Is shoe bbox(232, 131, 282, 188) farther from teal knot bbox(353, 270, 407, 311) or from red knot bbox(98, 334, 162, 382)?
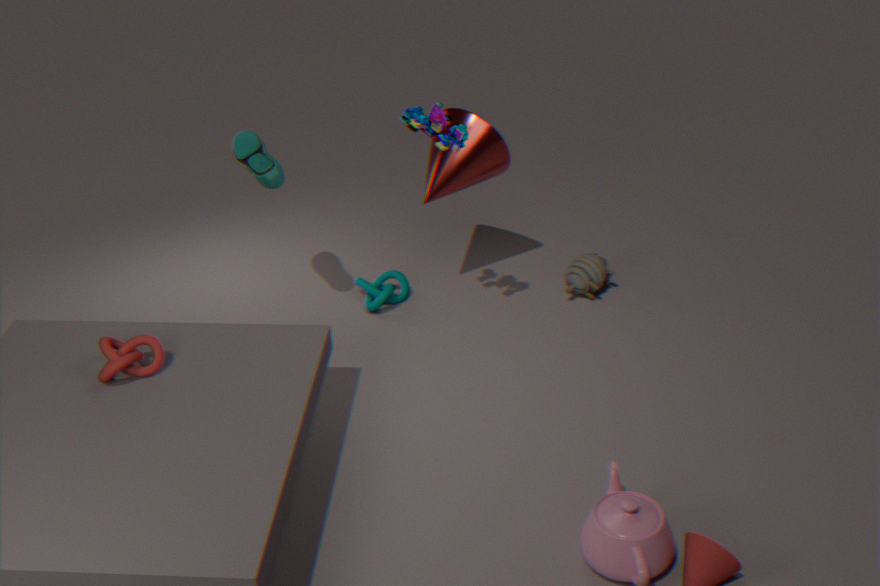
red knot bbox(98, 334, 162, 382)
